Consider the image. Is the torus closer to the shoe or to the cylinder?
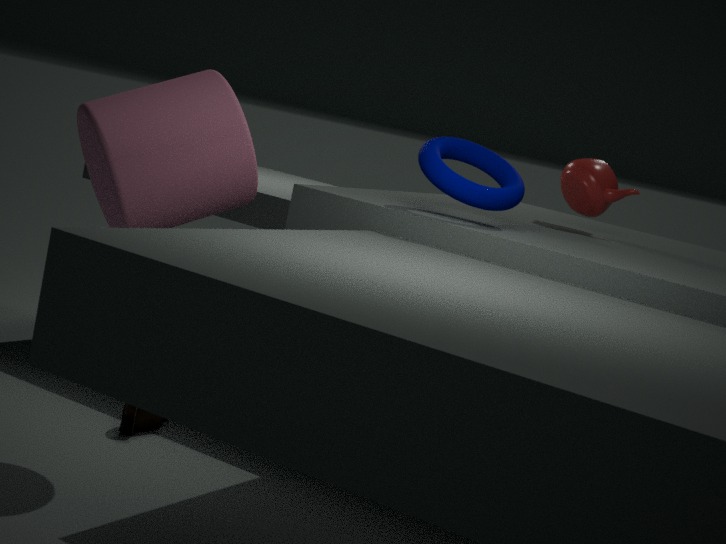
the cylinder
